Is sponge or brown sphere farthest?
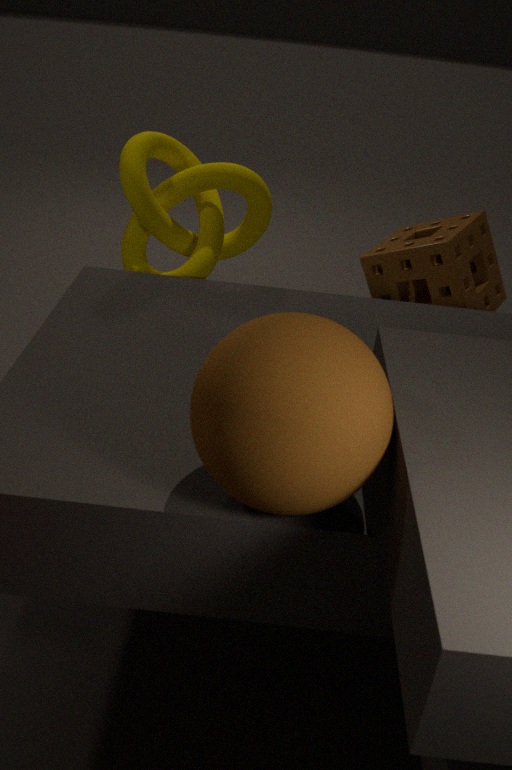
sponge
